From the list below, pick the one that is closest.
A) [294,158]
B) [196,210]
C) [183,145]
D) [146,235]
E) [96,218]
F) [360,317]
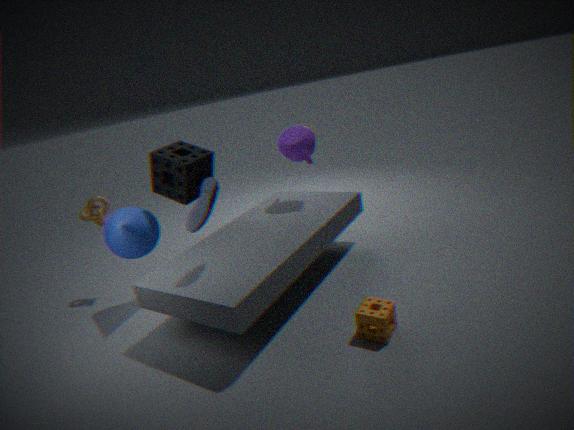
F. [360,317]
